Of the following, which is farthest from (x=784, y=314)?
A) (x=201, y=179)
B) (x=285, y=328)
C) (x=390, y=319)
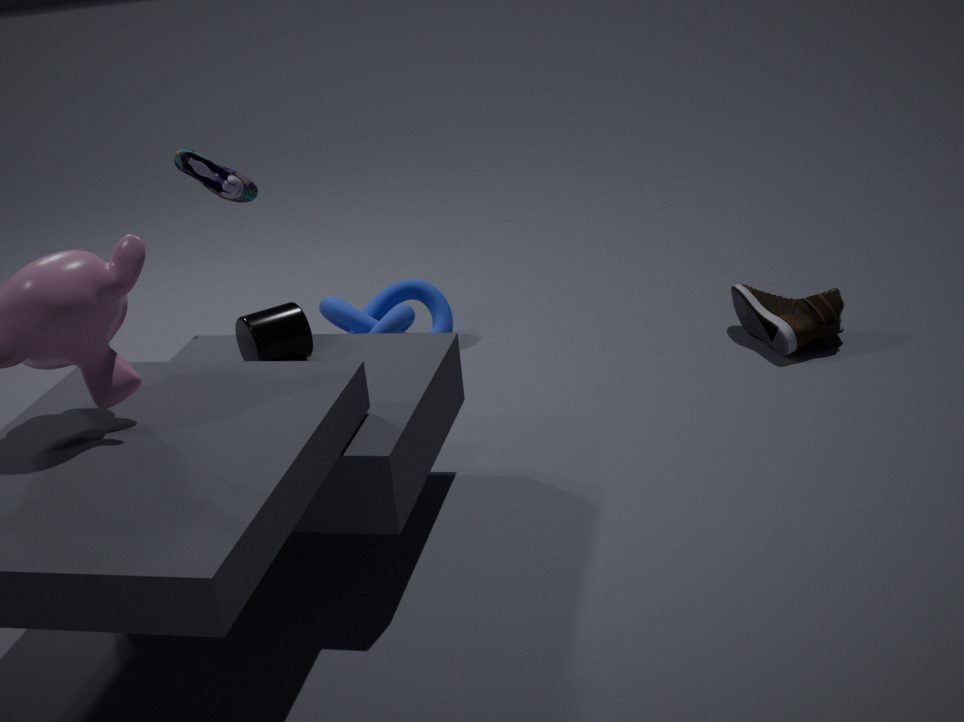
(x=201, y=179)
